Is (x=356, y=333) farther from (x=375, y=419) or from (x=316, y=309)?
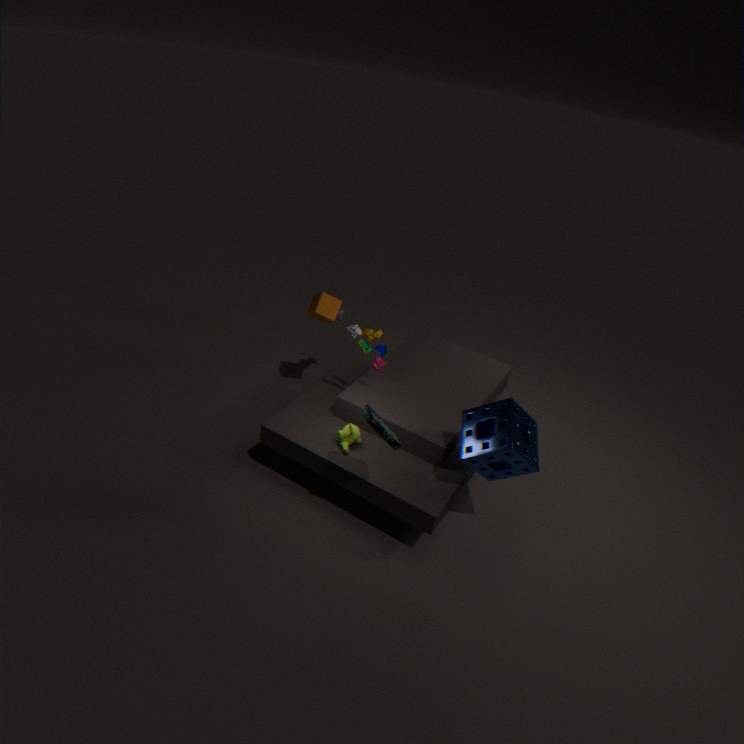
(x=375, y=419)
